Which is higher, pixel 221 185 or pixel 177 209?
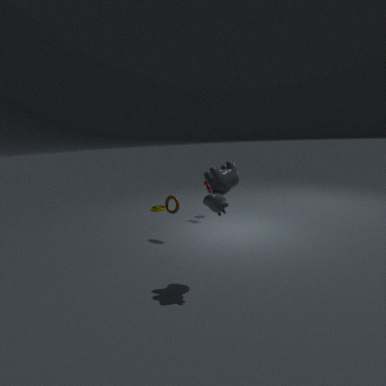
pixel 221 185
